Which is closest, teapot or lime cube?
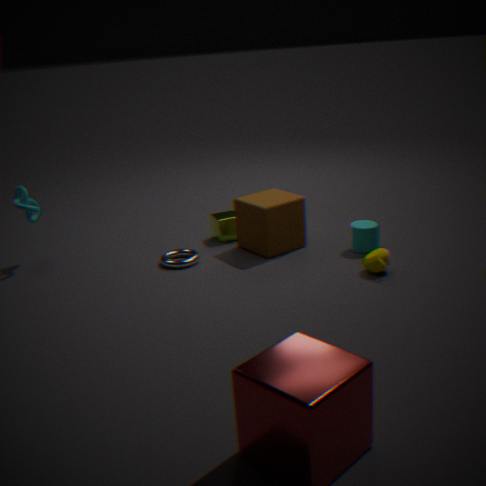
teapot
